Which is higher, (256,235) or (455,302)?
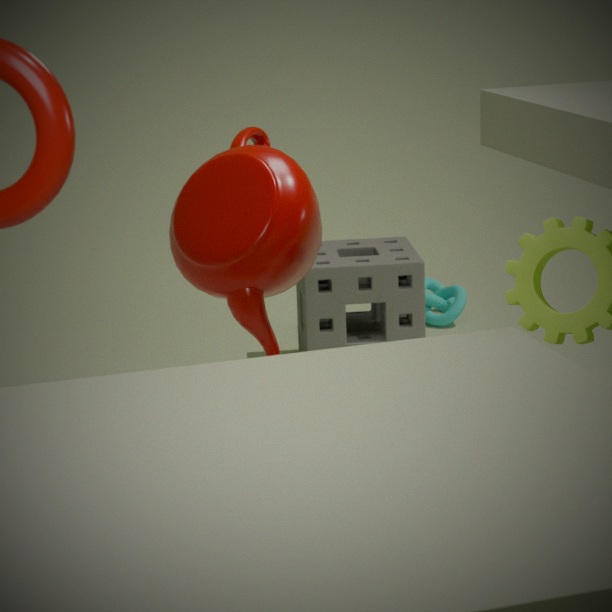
(256,235)
